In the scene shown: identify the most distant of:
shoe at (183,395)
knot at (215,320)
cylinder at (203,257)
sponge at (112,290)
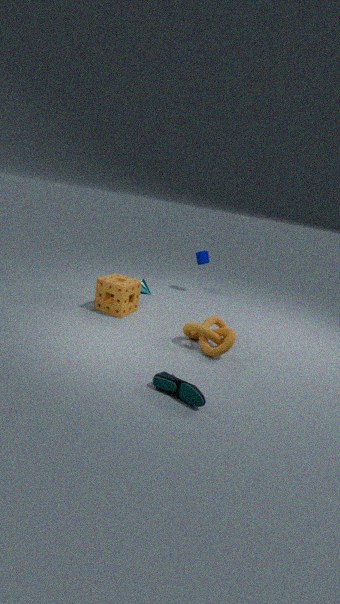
cylinder at (203,257)
